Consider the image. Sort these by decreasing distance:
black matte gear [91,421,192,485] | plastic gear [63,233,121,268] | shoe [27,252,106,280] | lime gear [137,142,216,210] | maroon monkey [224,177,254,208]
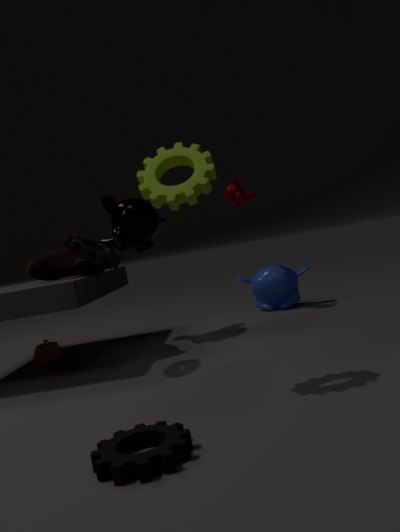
1. maroon monkey [224,177,254,208]
2. shoe [27,252,106,280]
3. plastic gear [63,233,121,268]
4. lime gear [137,142,216,210]
5. black matte gear [91,421,192,485]
